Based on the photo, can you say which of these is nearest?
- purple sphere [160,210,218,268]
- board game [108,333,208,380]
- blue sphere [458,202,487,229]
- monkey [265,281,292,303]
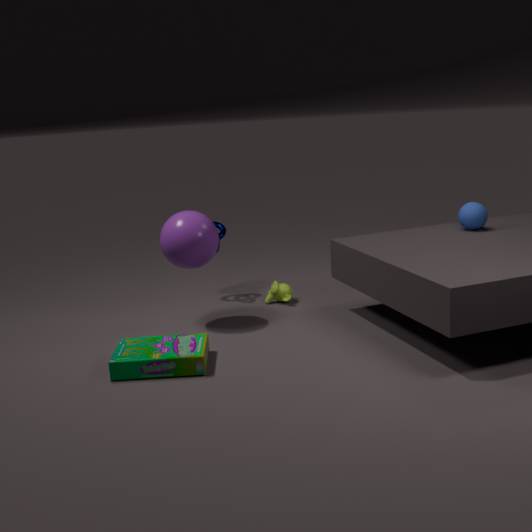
board game [108,333,208,380]
